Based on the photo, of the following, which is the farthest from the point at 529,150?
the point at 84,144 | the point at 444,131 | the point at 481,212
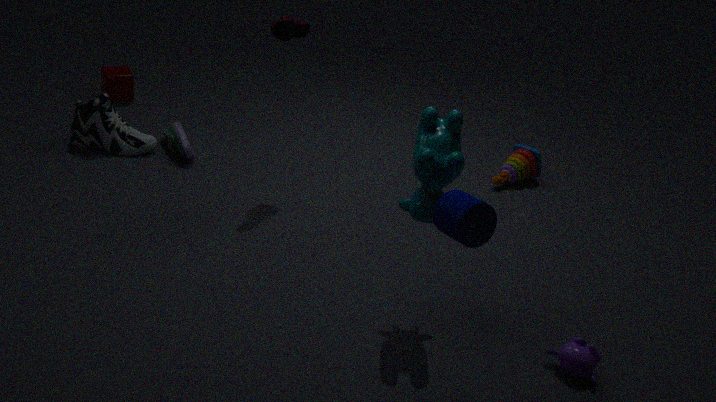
the point at 84,144
